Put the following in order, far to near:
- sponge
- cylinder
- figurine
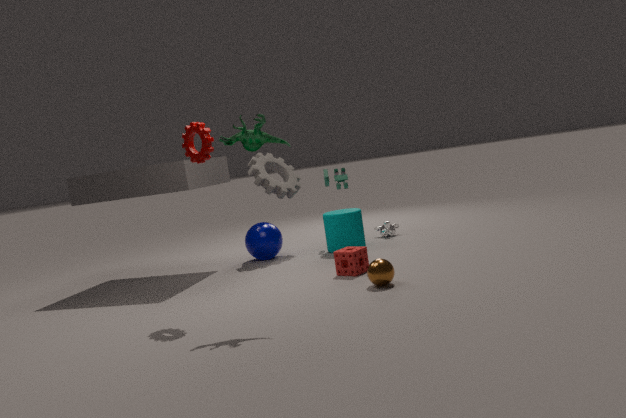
cylinder < sponge < figurine
